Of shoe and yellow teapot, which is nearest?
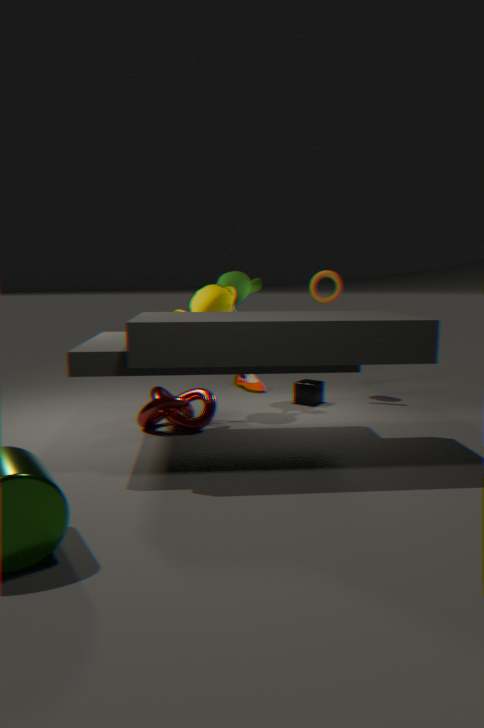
yellow teapot
